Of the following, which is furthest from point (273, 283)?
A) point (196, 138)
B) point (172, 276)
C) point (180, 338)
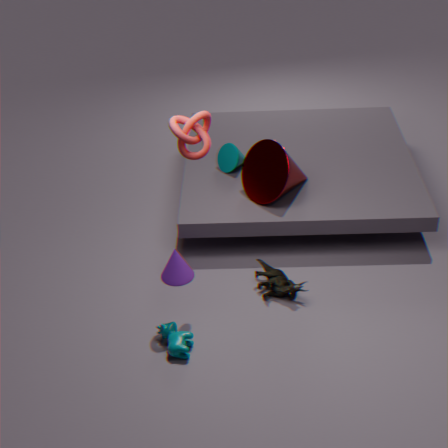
point (196, 138)
